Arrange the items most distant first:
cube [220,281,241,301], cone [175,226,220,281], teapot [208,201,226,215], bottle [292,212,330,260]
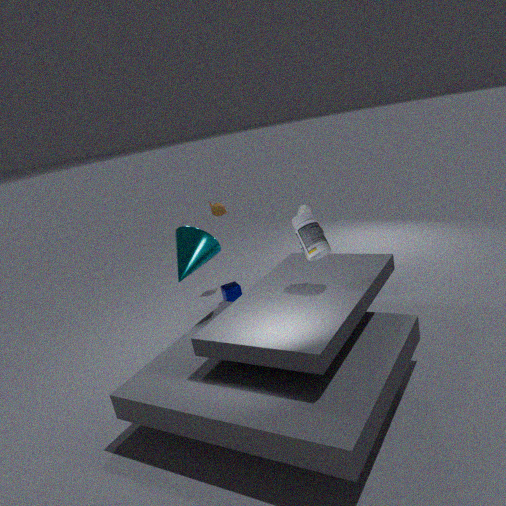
teapot [208,201,226,215] → cube [220,281,241,301] → cone [175,226,220,281] → bottle [292,212,330,260]
